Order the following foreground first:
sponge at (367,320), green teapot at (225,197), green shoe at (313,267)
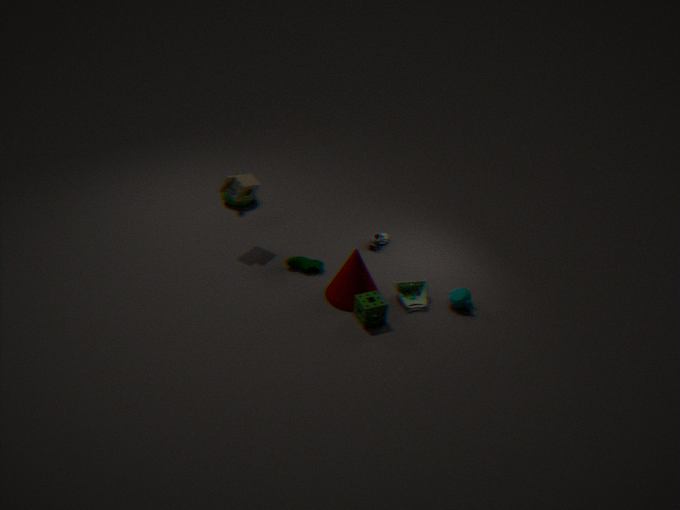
sponge at (367,320), green shoe at (313,267), green teapot at (225,197)
